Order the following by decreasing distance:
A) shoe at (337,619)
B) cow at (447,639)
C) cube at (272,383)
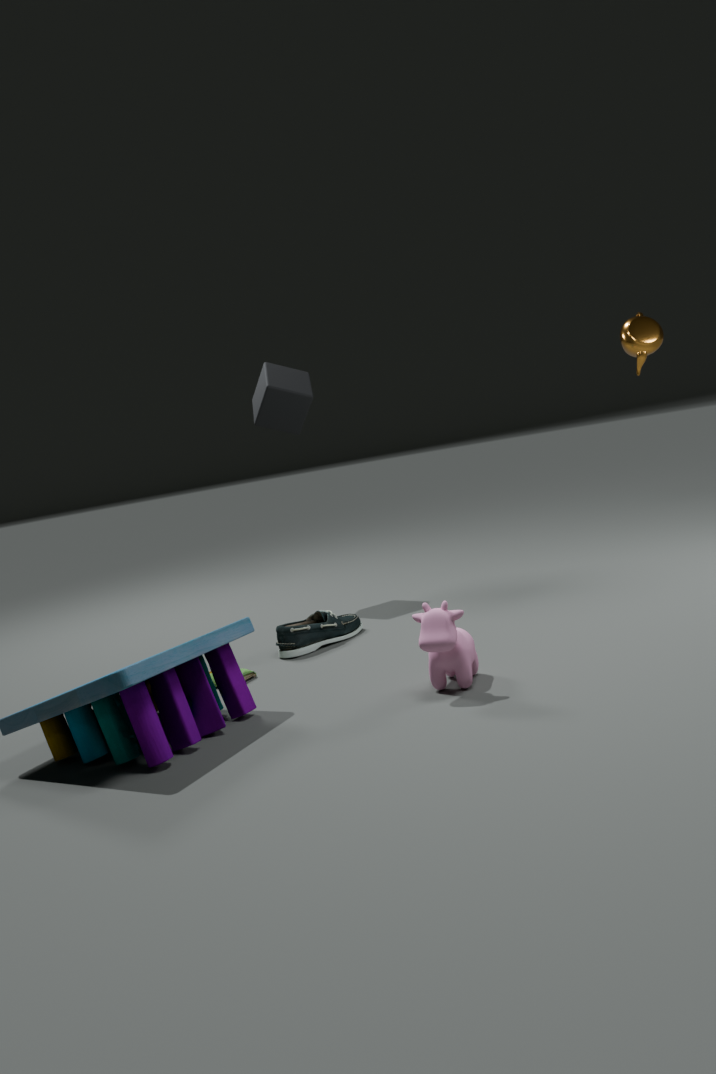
cube at (272,383), shoe at (337,619), cow at (447,639)
